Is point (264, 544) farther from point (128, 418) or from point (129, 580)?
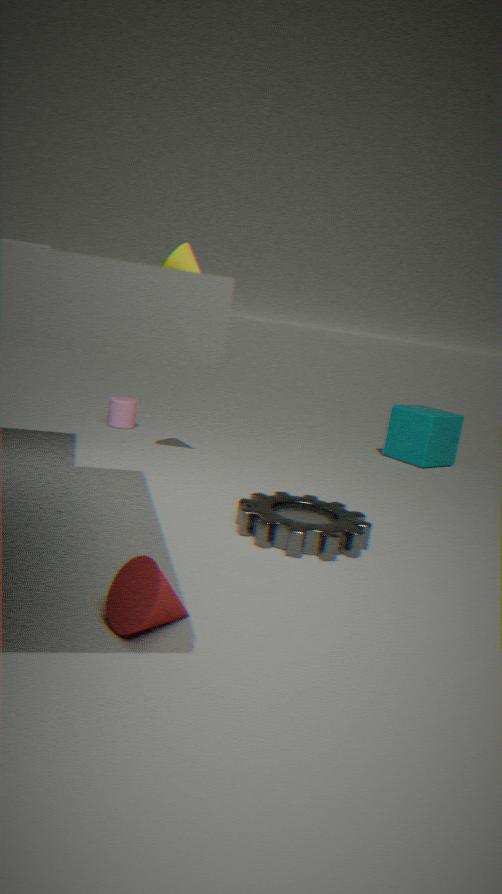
point (128, 418)
